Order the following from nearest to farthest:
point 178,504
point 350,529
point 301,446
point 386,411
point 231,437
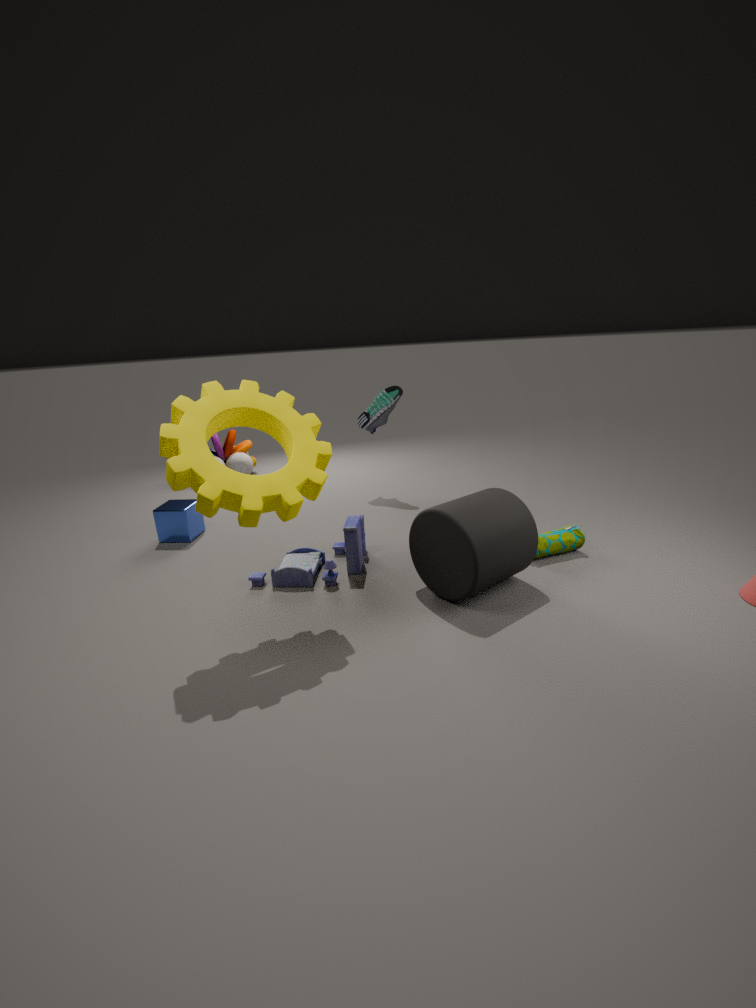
point 301,446 → point 350,529 → point 178,504 → point 386,411 → point 231,437
